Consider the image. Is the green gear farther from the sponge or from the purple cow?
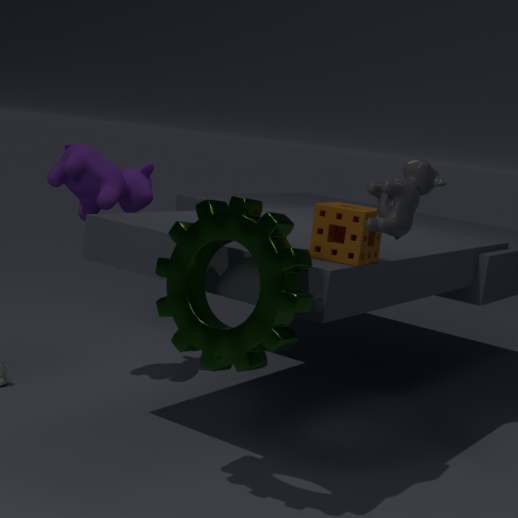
the purple cow
